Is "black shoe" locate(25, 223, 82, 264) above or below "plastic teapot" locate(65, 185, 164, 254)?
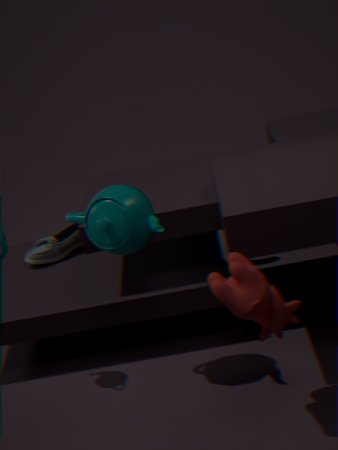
below
